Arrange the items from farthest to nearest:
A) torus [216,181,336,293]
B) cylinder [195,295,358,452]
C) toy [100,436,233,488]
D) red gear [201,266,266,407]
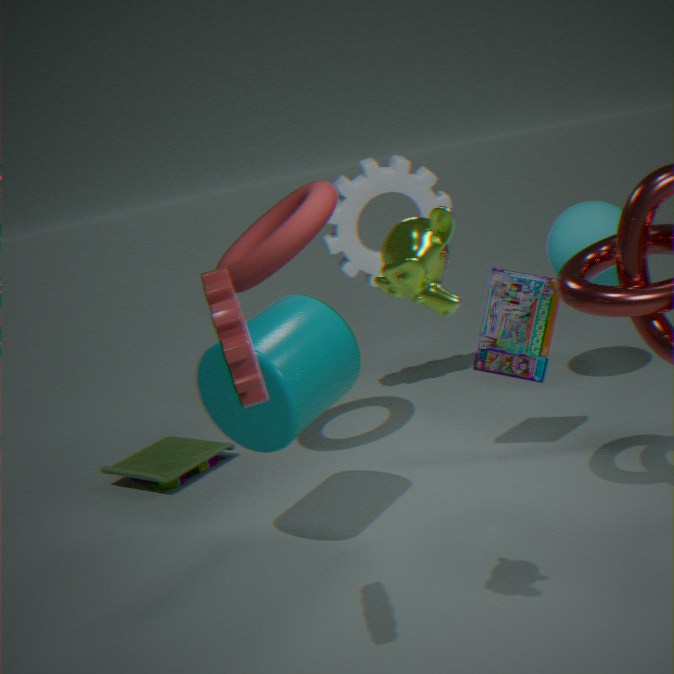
toy [100,436,233,488]
torus [216,181,336,293]
cylinder [195,295,358,452]
red gear [201,266,266,407]
